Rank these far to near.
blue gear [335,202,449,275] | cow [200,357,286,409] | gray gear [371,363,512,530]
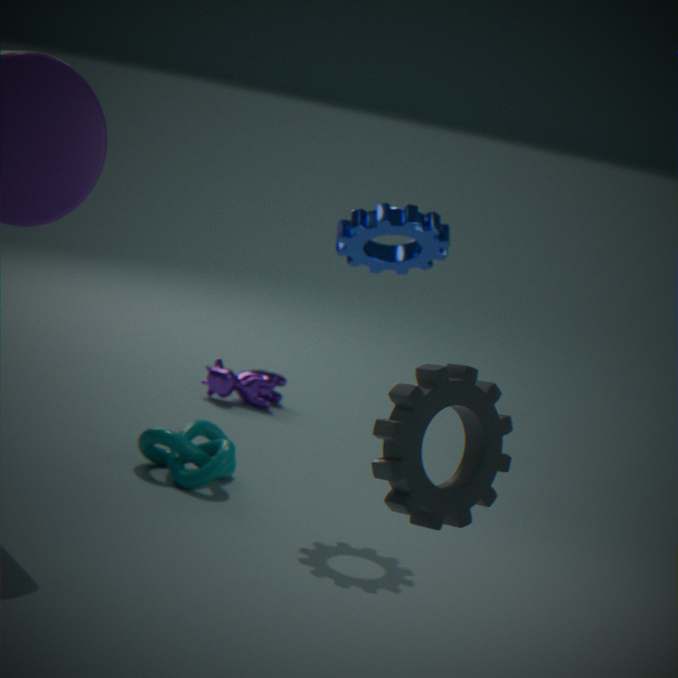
cow [200,357,286,409]
blue gear [335,202,449,275]
gray gear [371,363,512,530]
